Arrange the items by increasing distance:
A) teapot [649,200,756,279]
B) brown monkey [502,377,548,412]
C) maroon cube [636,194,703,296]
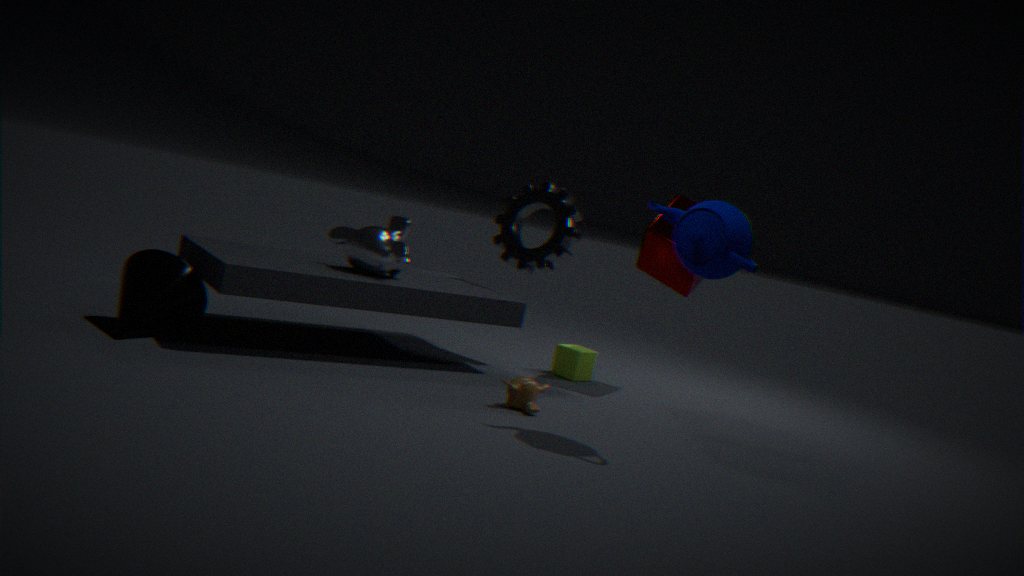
teapot [649,200,756,279], brown monkey [502,377,548,412], maroon cube [636,194,703,296]
